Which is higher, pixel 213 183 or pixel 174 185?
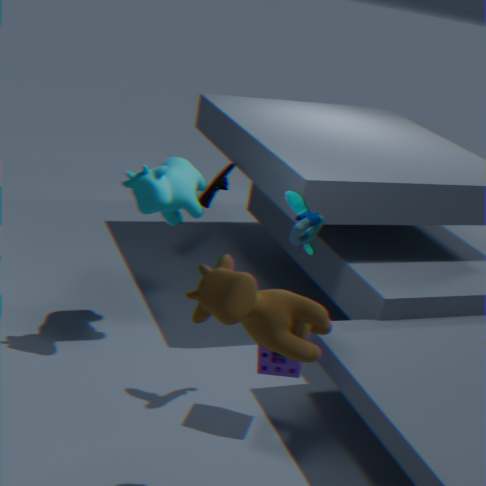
pixel 174 185
